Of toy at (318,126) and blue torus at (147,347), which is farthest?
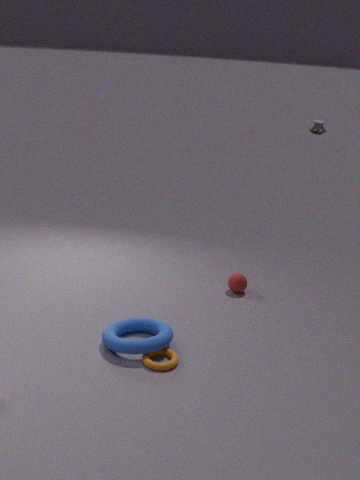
toy at (318,126)
